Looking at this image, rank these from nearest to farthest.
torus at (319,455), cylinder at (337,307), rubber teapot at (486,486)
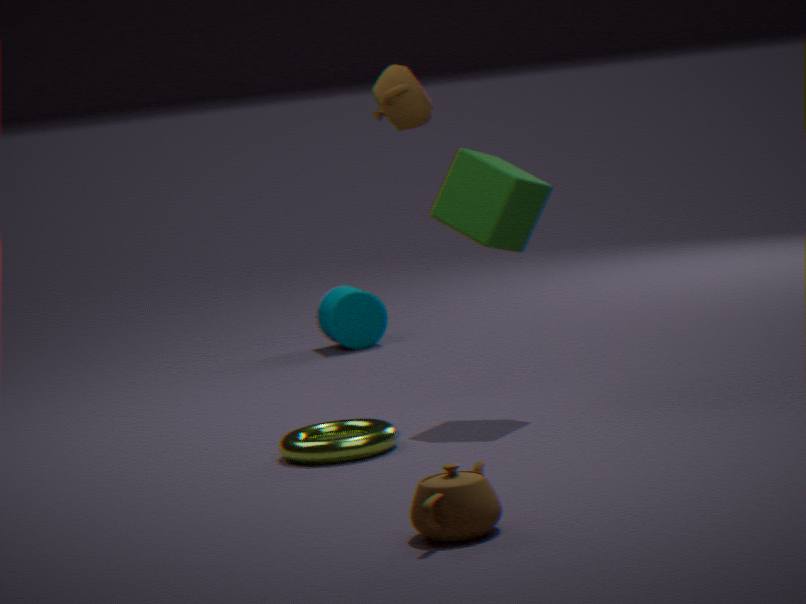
1. rubber teapot at (486,486)
2. torus at (319,455)
3. cylinder at (337,307)
